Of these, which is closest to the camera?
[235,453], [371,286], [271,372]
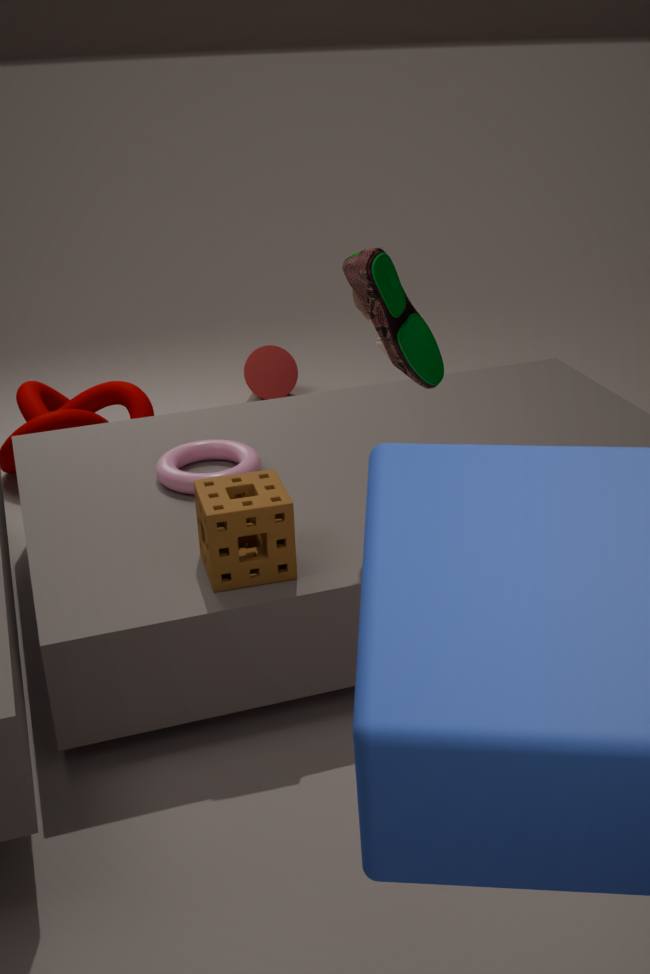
[371,286]
